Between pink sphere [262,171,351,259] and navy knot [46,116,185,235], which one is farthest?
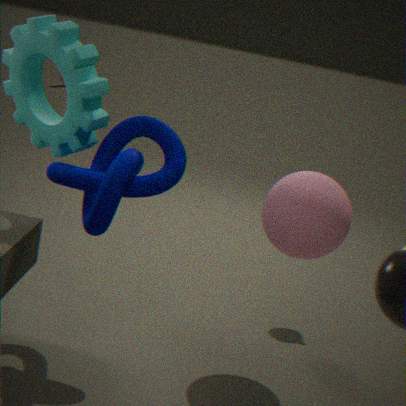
pink sphere [262,171,351,259]
